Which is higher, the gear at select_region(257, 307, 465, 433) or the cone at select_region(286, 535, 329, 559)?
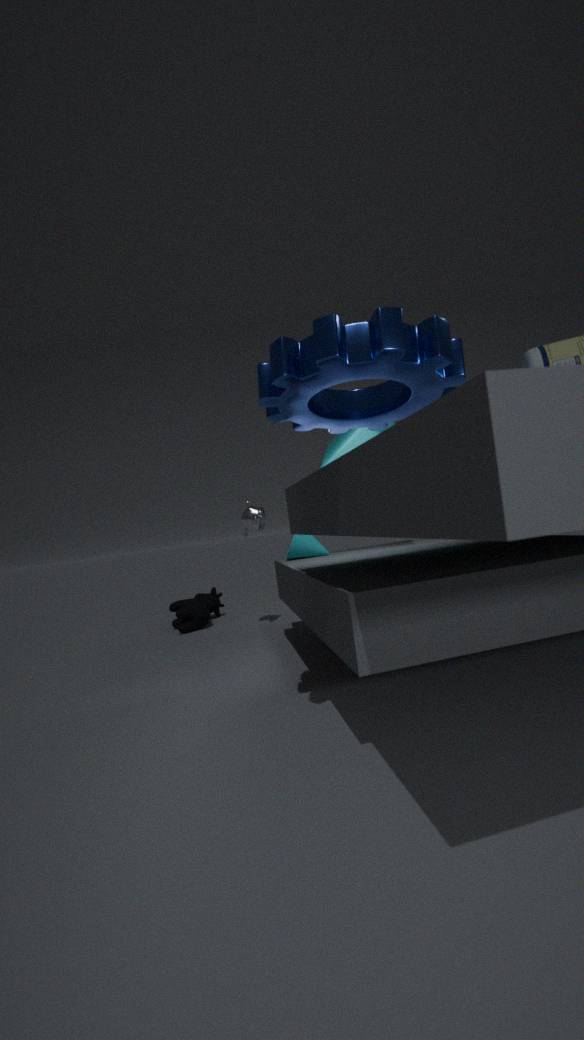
the gear at select_region(257, 307, 465, 433)
